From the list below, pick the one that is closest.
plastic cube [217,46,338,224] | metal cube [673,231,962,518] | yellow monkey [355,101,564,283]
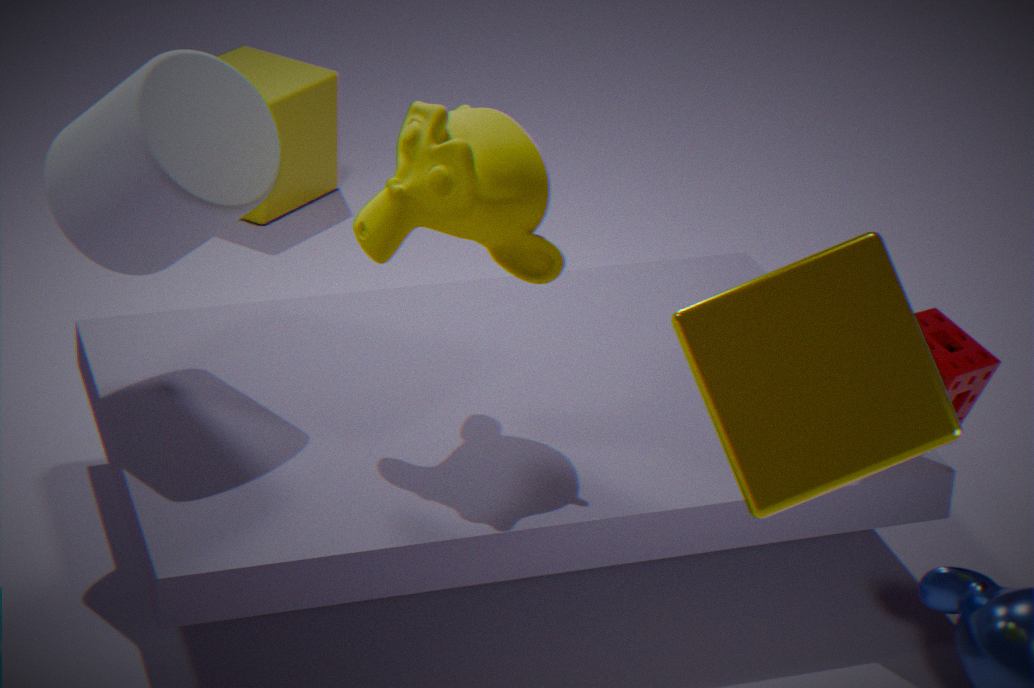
metal cube [673,231,962,518]
